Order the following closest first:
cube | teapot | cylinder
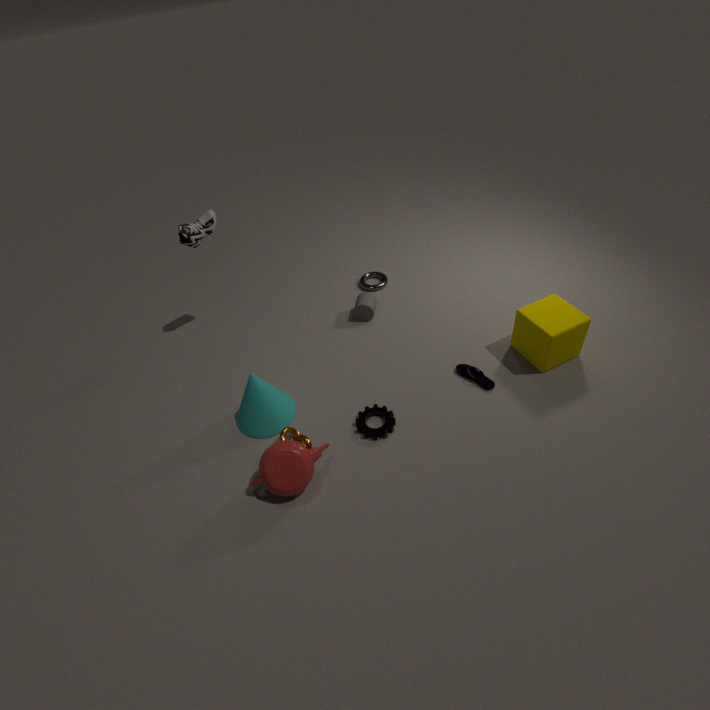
1. teapot
2. cube
3. cylinder
